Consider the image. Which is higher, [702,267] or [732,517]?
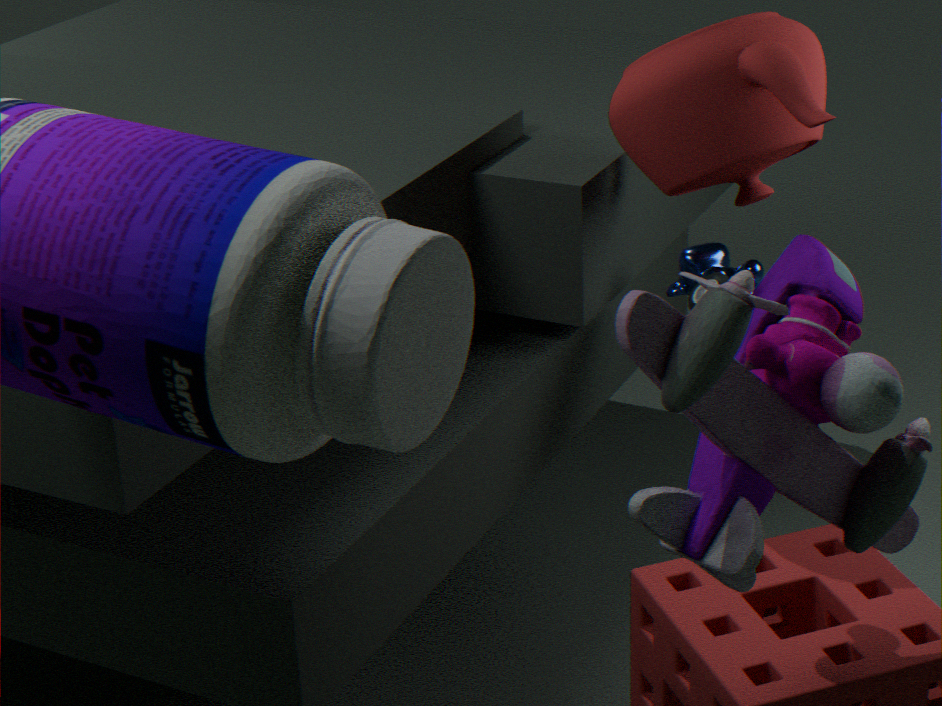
[732,517]
